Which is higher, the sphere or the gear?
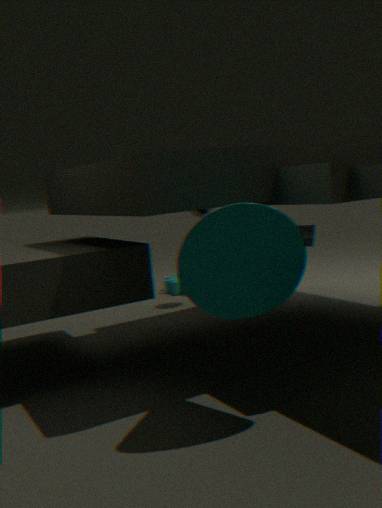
the sphere
